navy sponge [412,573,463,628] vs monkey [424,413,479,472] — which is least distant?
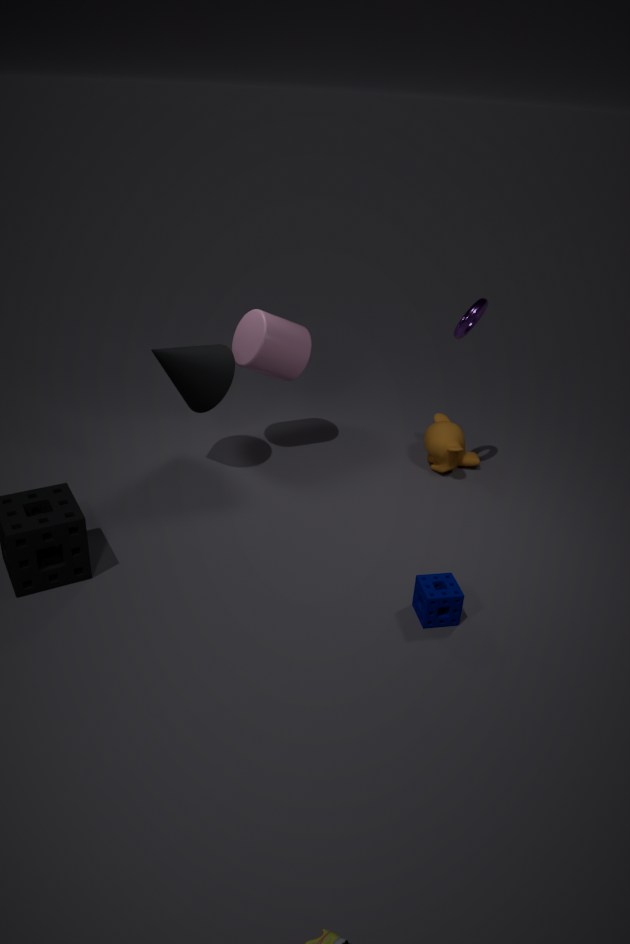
navy sponge [412,573,463,628]
